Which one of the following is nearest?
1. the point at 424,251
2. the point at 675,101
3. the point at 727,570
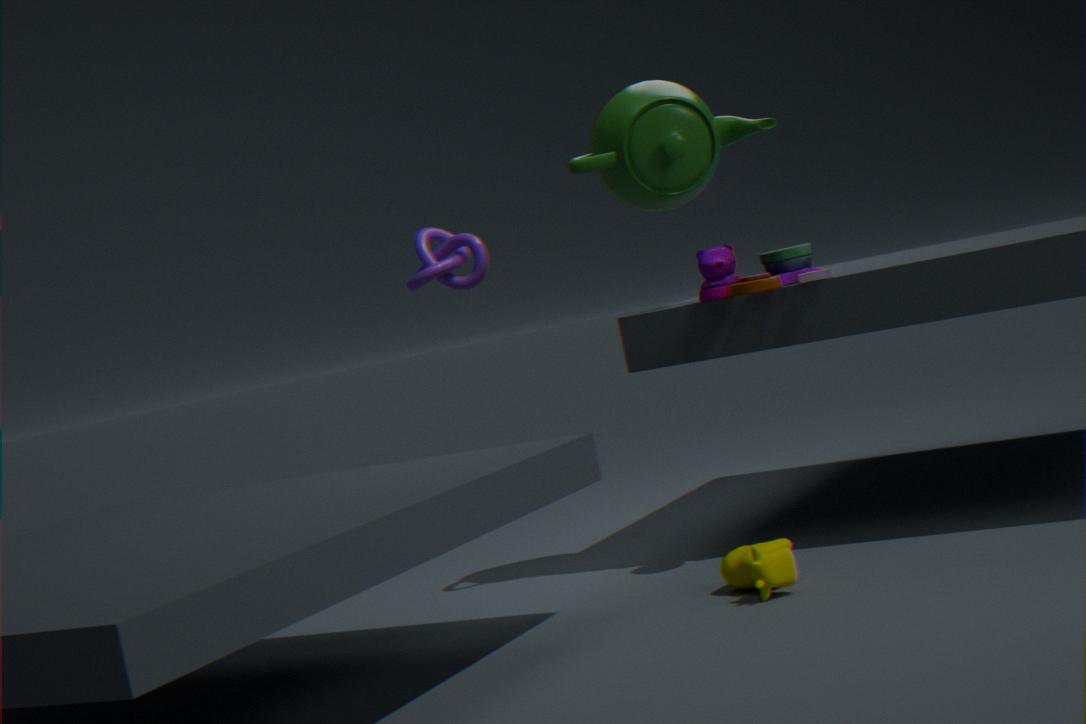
the point at 727,570
